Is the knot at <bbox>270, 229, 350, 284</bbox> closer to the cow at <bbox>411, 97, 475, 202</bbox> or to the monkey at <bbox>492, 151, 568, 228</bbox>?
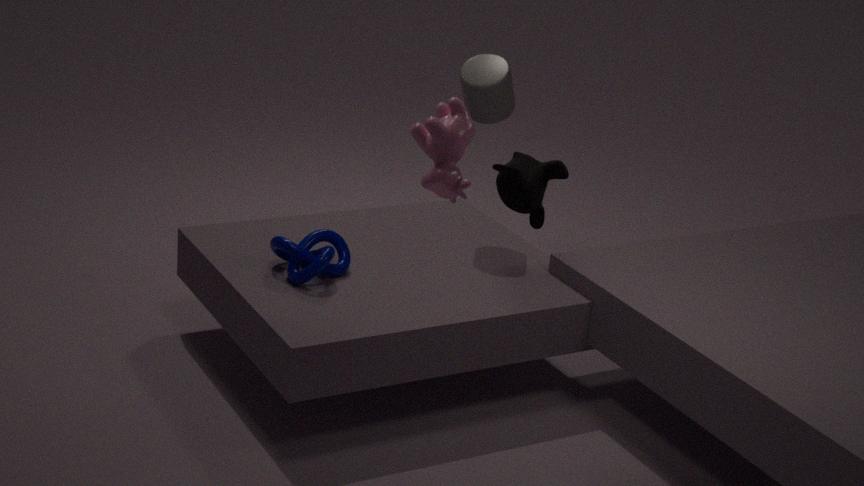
the monkey at <bbox>492, 151, 568, 228</bbox>
